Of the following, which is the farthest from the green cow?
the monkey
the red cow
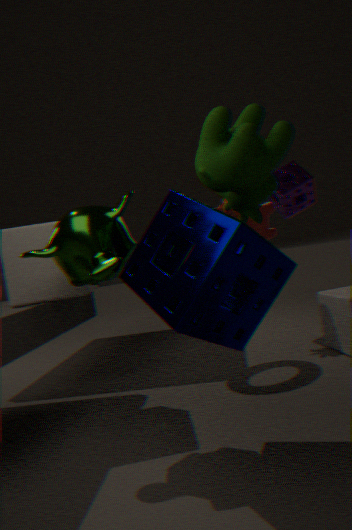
the red cow
